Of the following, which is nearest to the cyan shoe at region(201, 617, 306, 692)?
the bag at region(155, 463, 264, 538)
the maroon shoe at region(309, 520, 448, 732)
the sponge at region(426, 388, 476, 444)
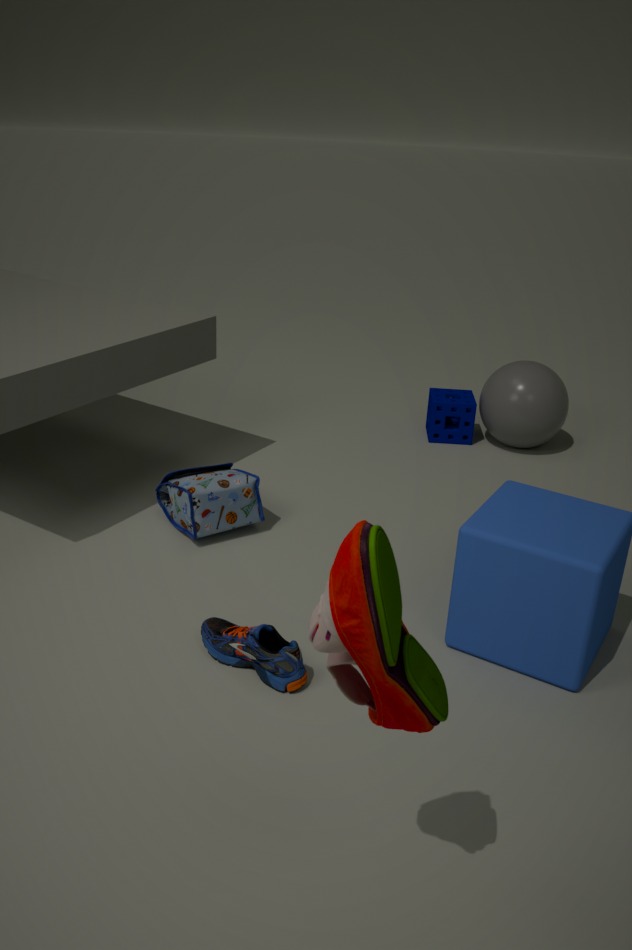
the bag at region(155, 463, 264, 538)
